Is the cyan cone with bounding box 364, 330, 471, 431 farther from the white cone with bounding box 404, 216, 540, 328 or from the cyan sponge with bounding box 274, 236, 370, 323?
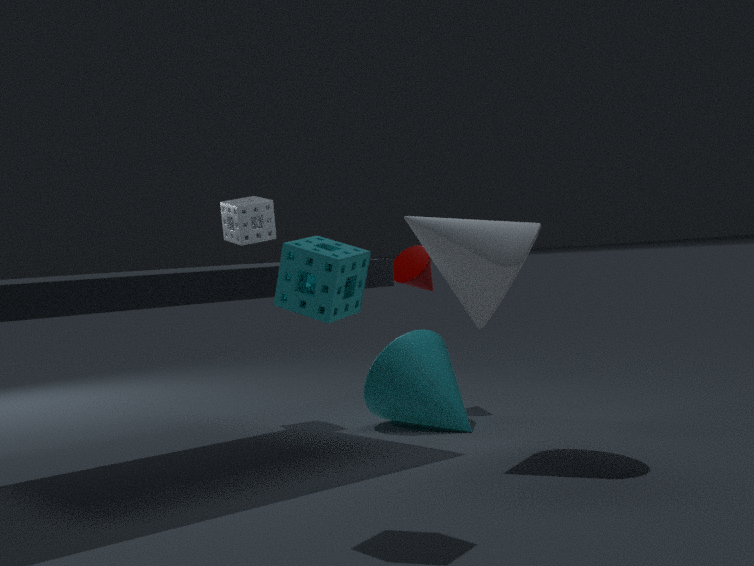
the cyan sponge with bounding box 274, 236, 370, 323
